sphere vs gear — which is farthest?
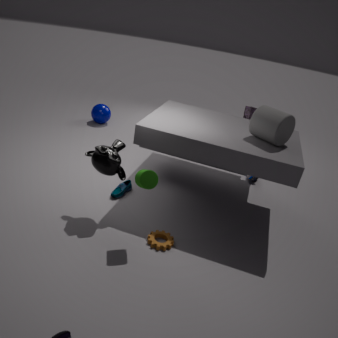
sphere
